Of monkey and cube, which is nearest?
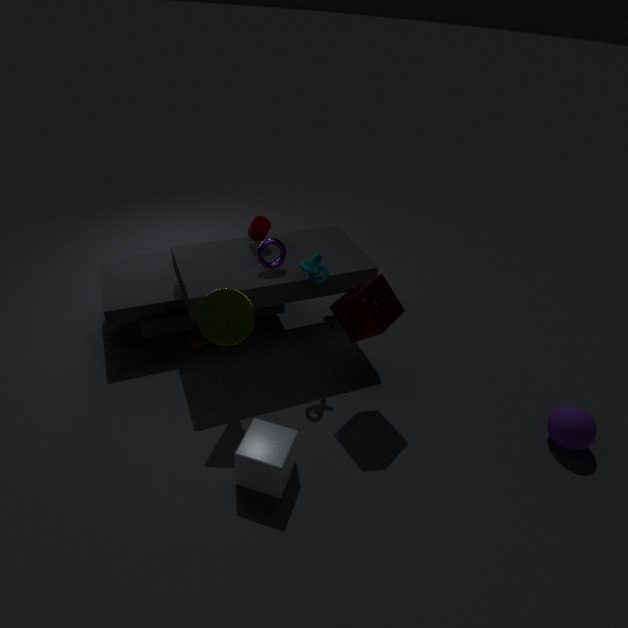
cube
